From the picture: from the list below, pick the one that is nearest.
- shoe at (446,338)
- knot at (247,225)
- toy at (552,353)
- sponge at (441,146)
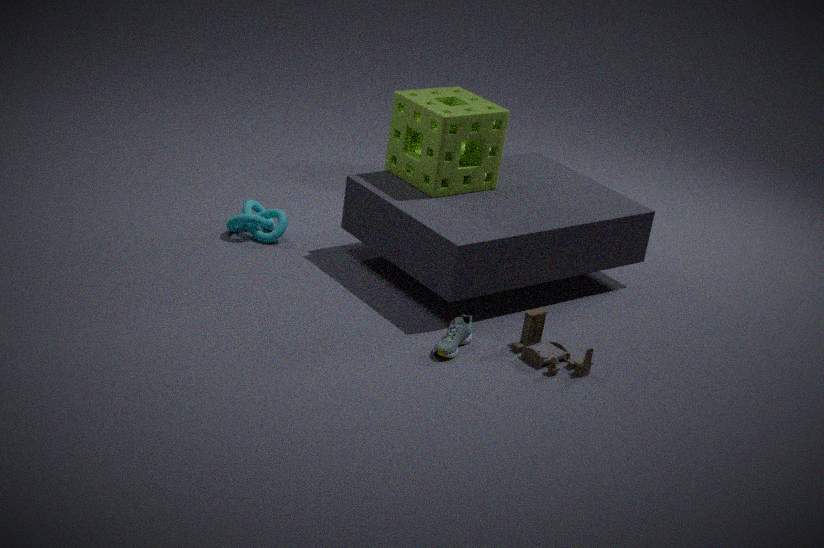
shoe at (446,338)
